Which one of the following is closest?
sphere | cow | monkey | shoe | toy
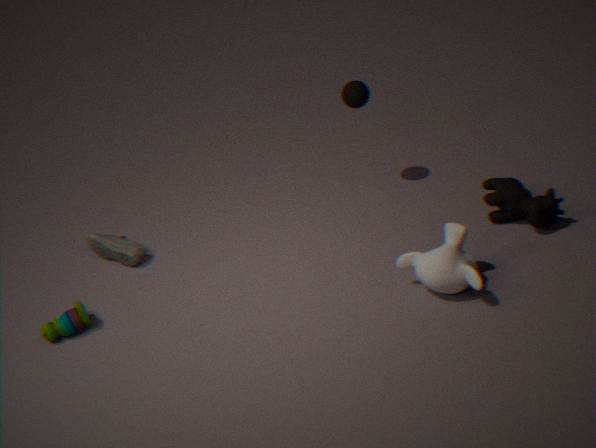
monkey
